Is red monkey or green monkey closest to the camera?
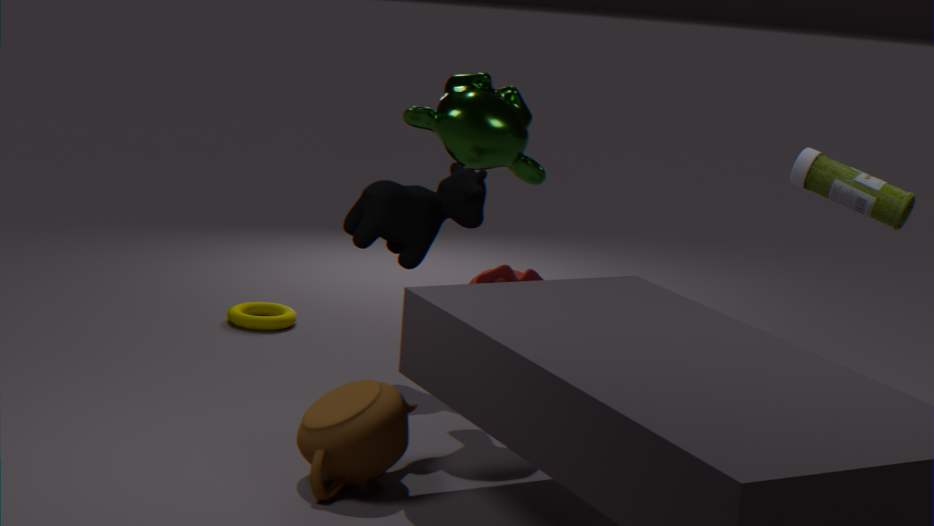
green monkey
